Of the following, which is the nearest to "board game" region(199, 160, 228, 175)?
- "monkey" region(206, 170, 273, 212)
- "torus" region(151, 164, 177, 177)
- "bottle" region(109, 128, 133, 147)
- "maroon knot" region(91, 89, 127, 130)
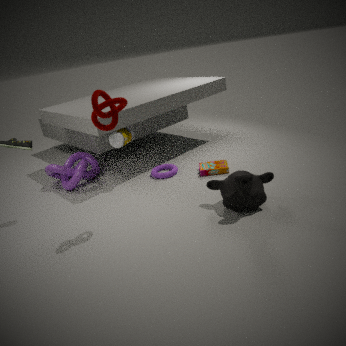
"torus" region(151, 164, 177, 177)
